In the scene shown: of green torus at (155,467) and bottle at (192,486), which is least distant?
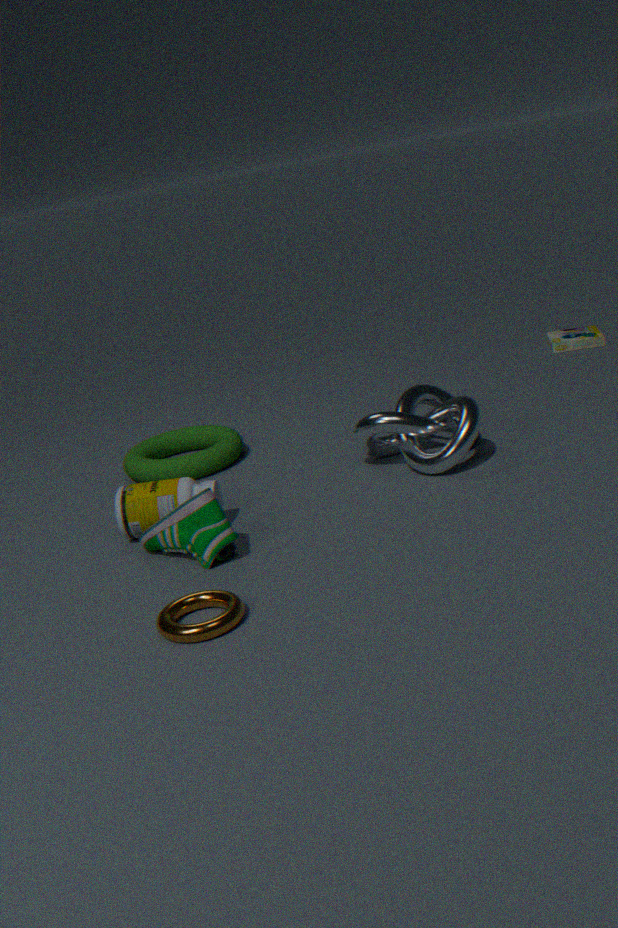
bottle at (192,486)
